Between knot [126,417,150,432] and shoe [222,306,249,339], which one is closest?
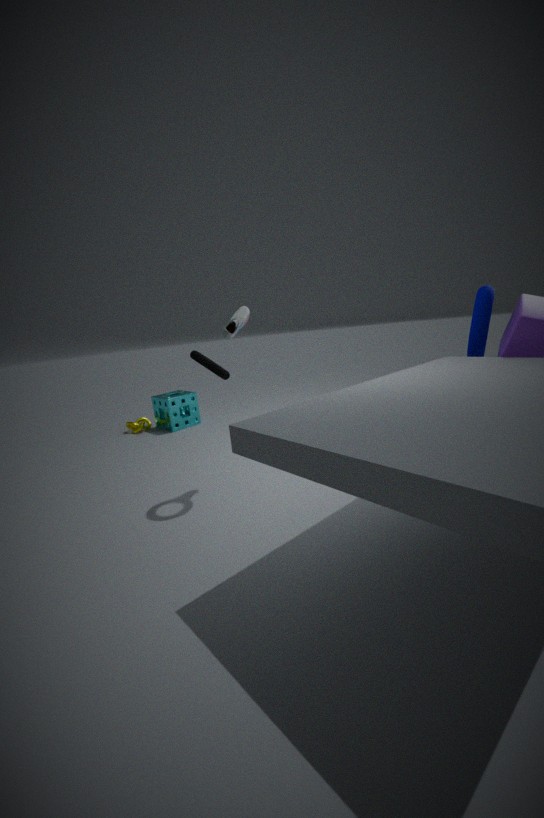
shoe [222,306,249,339]
